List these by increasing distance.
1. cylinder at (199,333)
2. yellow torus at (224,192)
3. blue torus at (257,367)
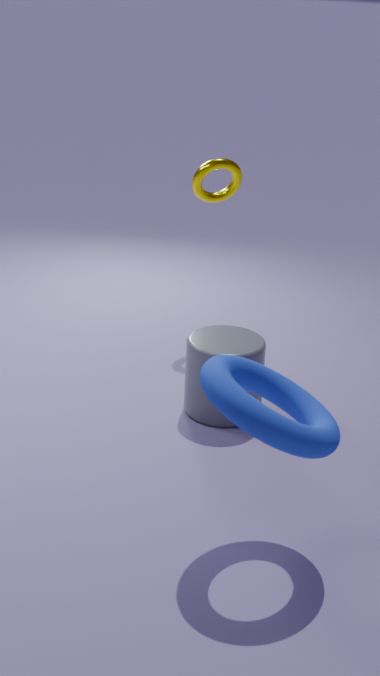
1. blue torus at (257,367)
2. cylinder at (199,333)
3. yellow torus at (224,192)
